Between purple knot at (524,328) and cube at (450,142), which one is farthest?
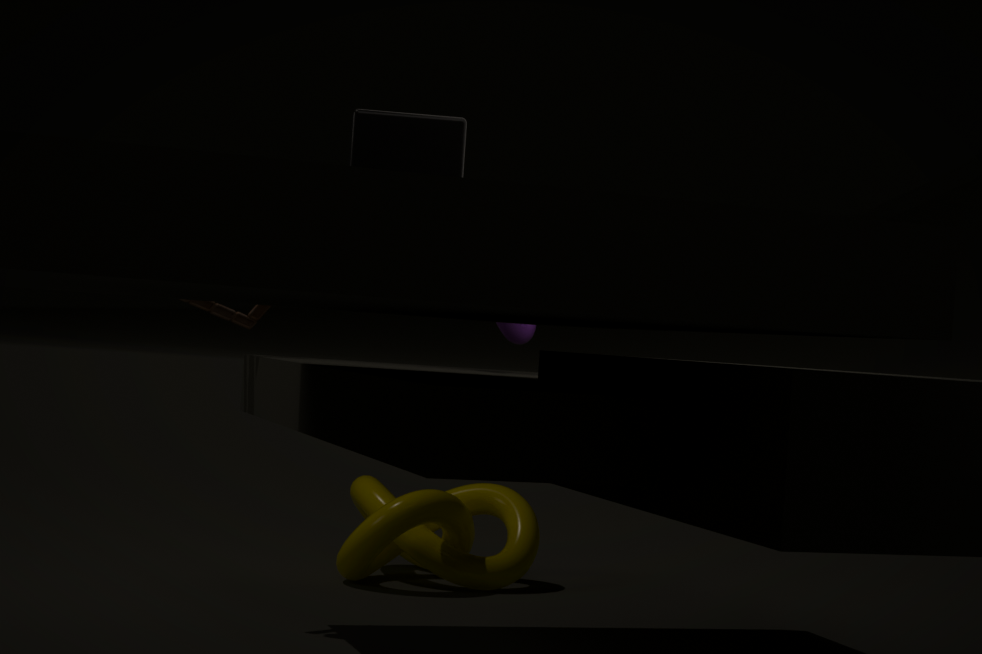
purple knot at (524,328)
